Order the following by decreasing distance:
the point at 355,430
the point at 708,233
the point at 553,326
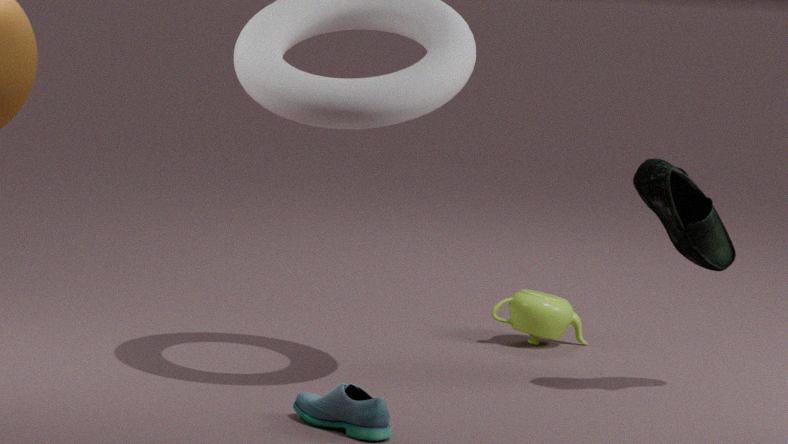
the point at 553,326 → the point at 708,233 → the point at 355,430
